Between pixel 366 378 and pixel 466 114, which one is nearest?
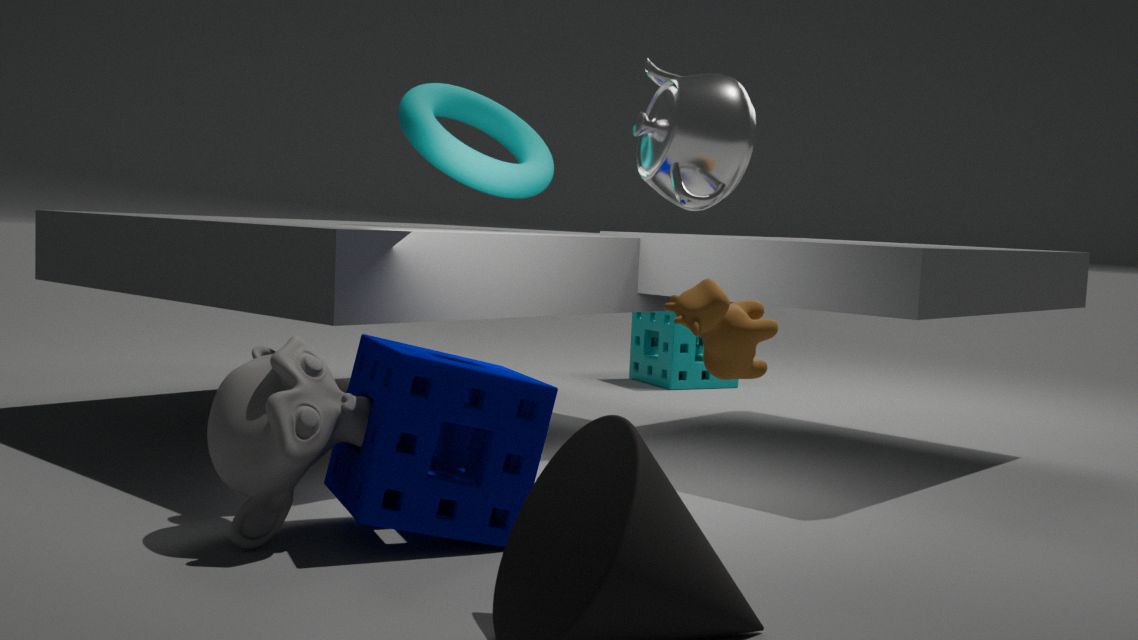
pixel 366 378
